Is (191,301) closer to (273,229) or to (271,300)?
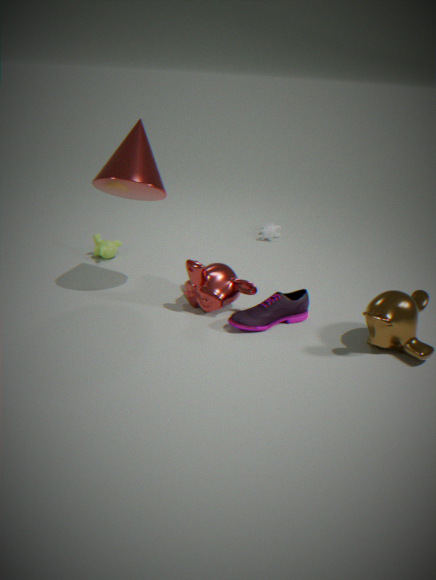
(271,300)
